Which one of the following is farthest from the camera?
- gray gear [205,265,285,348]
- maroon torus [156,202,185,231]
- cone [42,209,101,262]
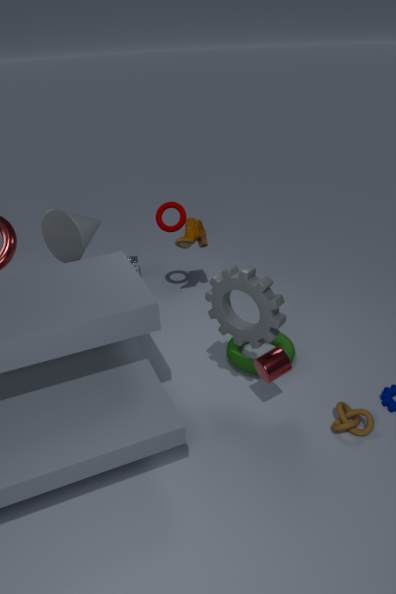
maroon torus [156,202,185,231]
